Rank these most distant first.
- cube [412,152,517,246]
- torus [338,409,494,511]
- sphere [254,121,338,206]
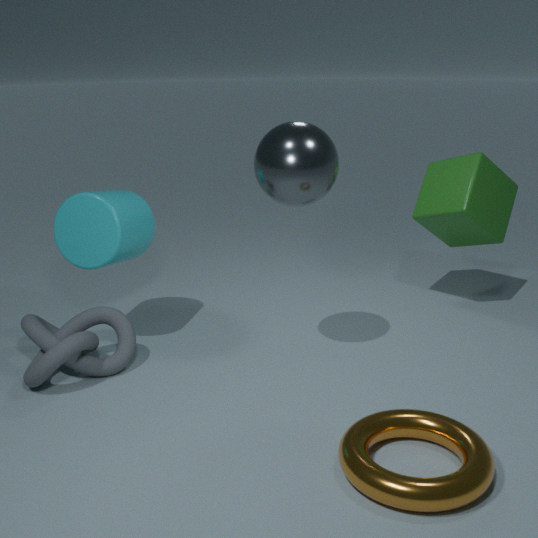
1. cube [412,152,517,246]
2. sphere [254,121,338,206]
3. torus [338,409,494,511]
